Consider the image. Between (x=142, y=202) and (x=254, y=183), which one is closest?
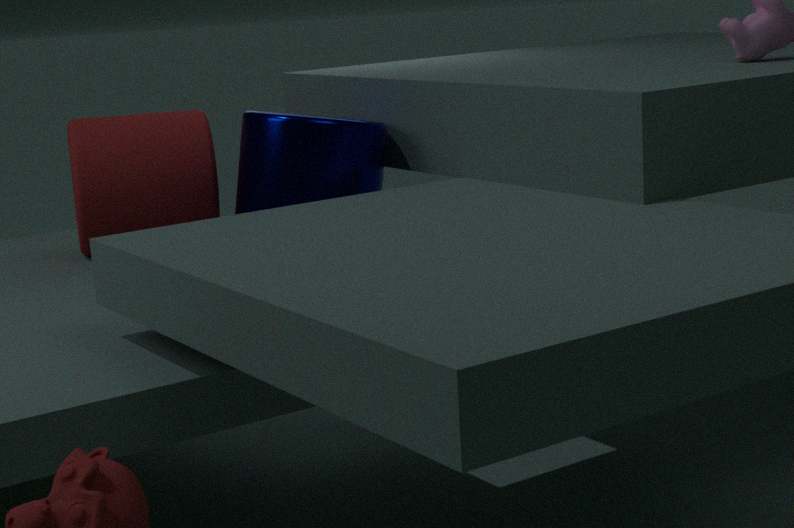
(x=254, y=183)
